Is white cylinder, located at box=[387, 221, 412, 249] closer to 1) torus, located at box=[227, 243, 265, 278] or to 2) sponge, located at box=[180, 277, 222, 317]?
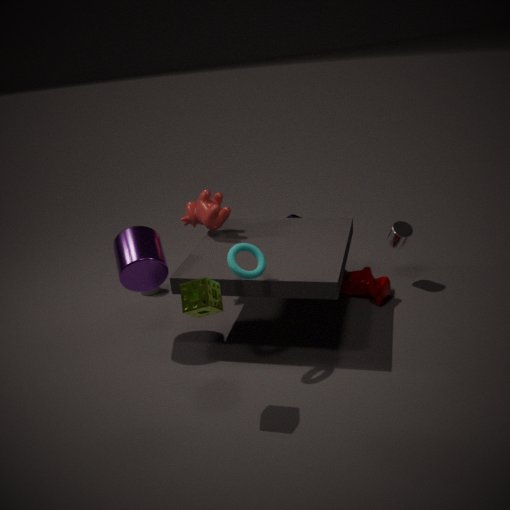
1) torus, located at box=[227, 243, 265, 278]
